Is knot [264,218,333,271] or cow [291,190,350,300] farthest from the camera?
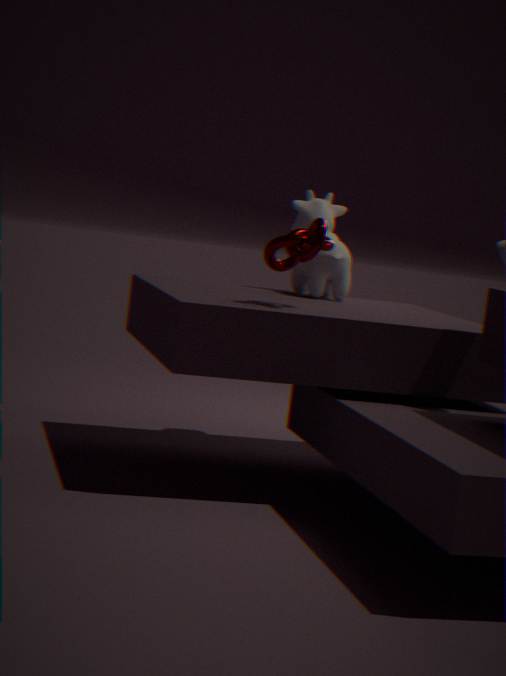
cow [291,190,350,300]
